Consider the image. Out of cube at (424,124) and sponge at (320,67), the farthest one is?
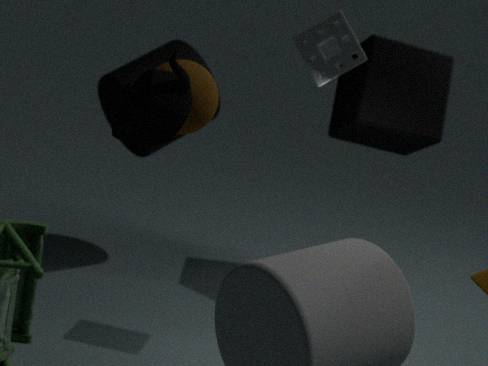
cube at (424,124)
